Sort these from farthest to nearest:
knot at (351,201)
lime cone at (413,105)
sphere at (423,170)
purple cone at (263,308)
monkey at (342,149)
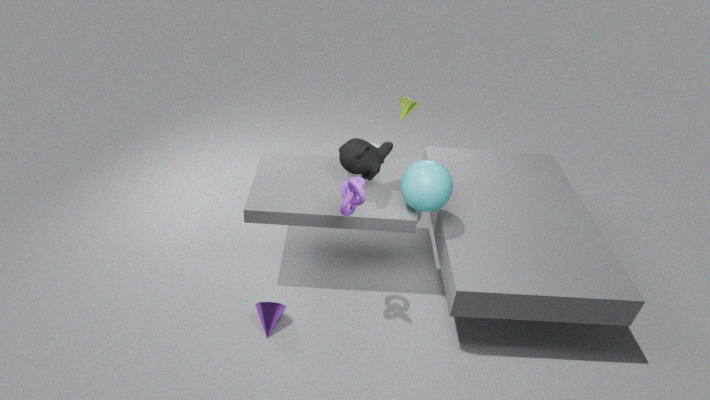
1. lime cone at (413,105)
2. monkey at (342,149)
3. purple cone at (263,308)
4. sphere at (423,170)
5. knot at (351,201)
